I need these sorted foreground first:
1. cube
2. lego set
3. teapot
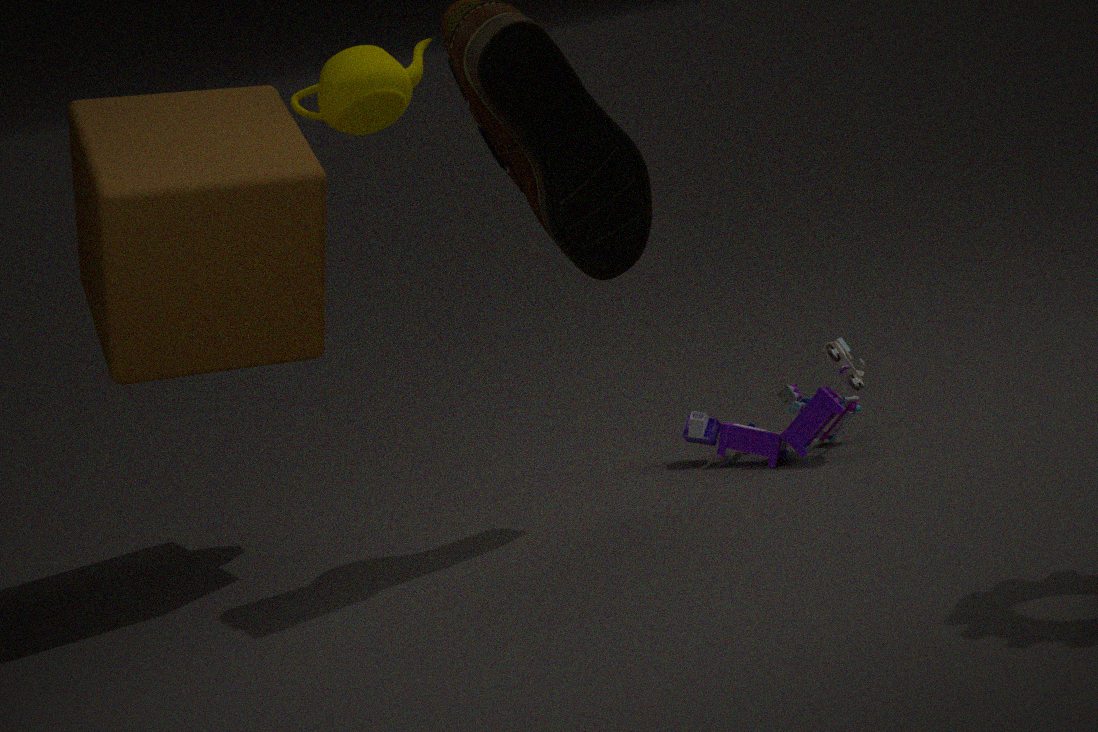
cube → teapot → lego set
